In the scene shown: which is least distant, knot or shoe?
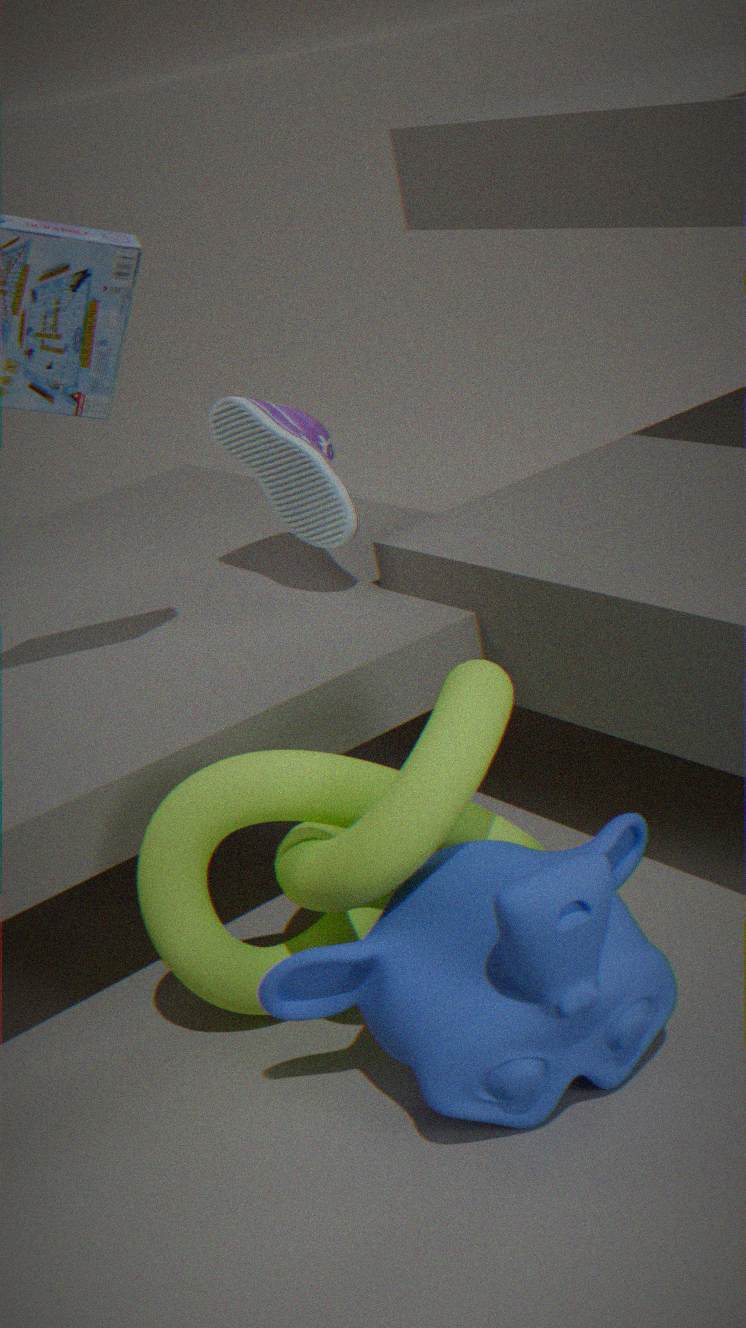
knot
